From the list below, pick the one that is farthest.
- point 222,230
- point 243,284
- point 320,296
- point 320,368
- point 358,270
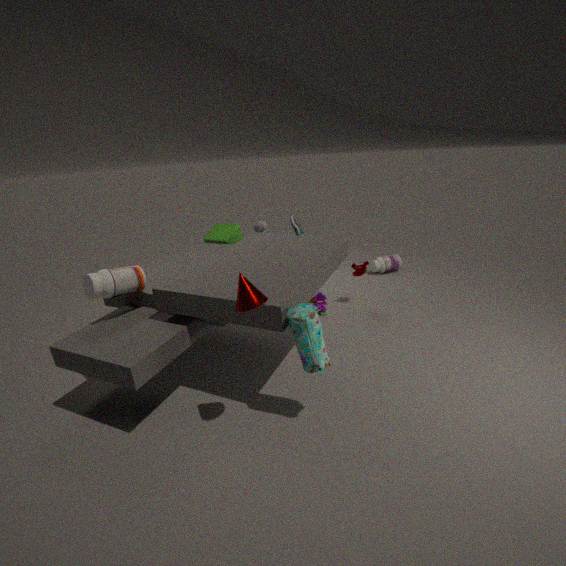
point 222,230
